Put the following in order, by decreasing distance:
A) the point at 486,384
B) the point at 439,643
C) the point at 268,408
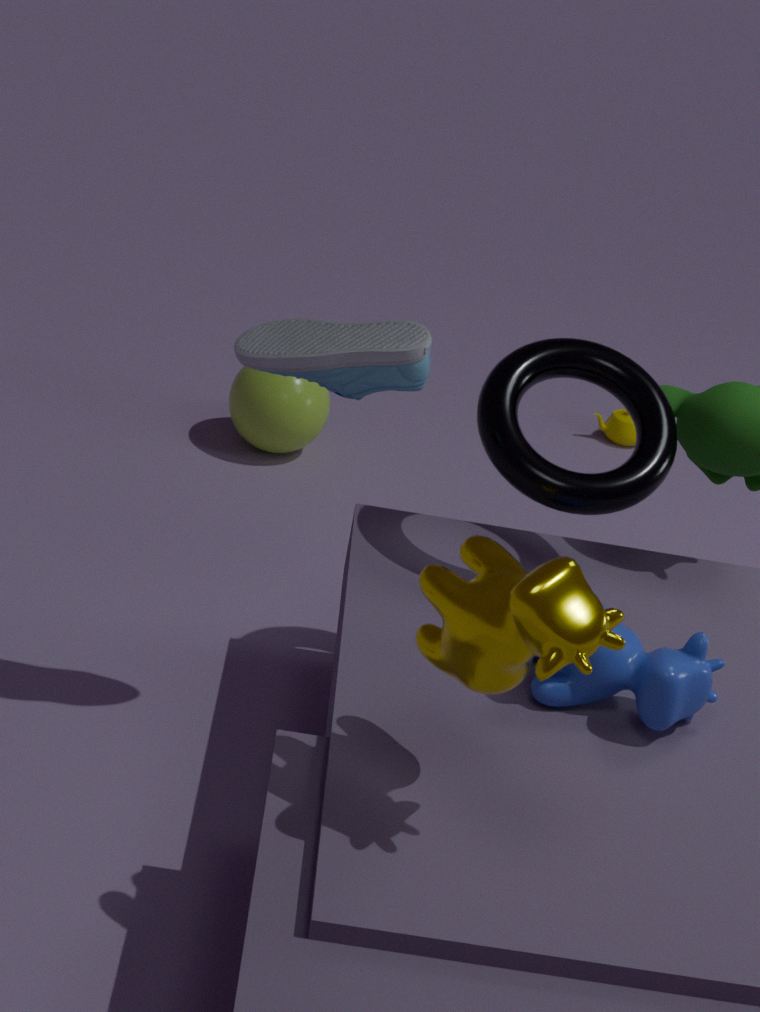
the point at 268,408 < the point at 486,384 < the point at 439,643
